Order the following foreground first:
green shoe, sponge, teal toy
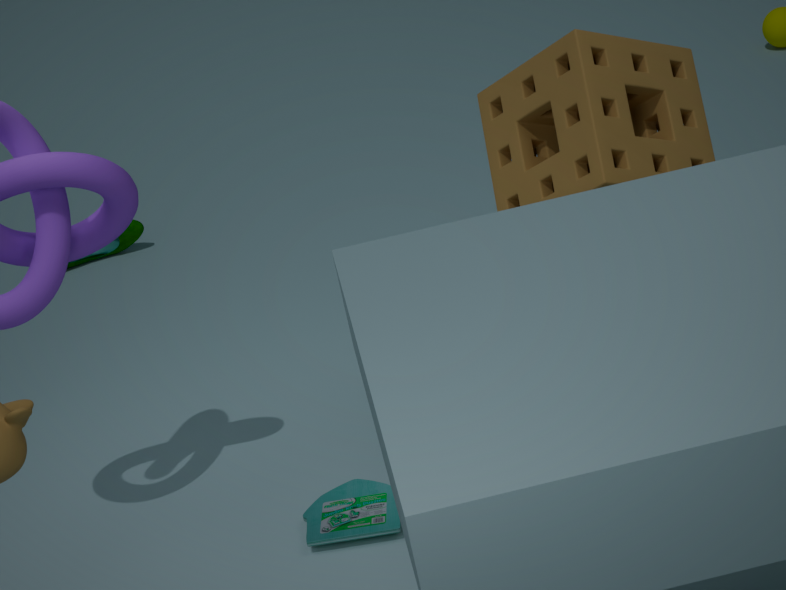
sponge → teal toy → green shoe
